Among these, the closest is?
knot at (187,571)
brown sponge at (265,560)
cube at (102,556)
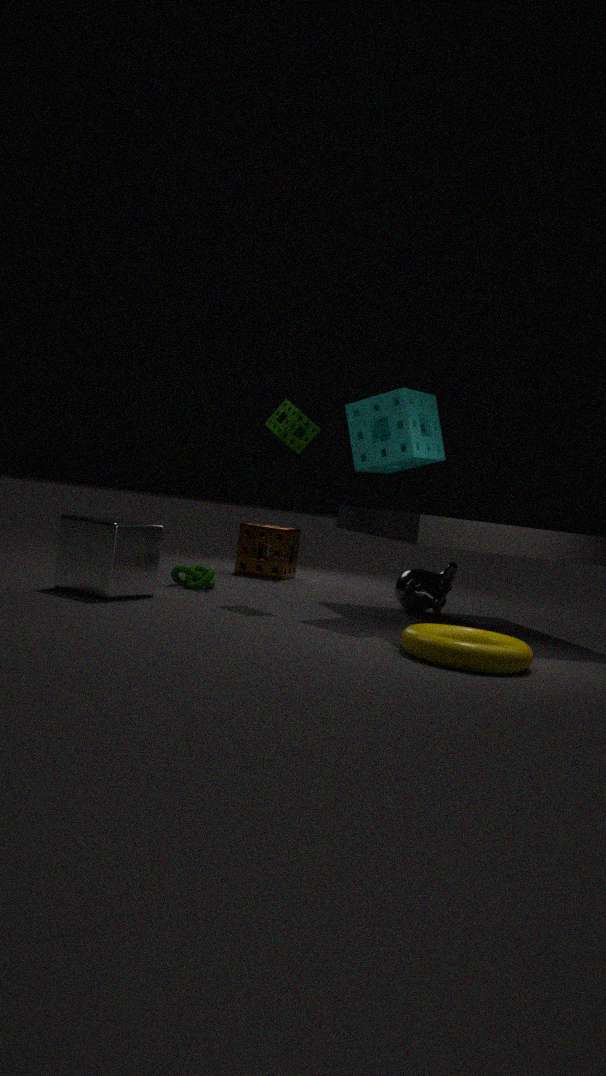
cube at (102,556)
